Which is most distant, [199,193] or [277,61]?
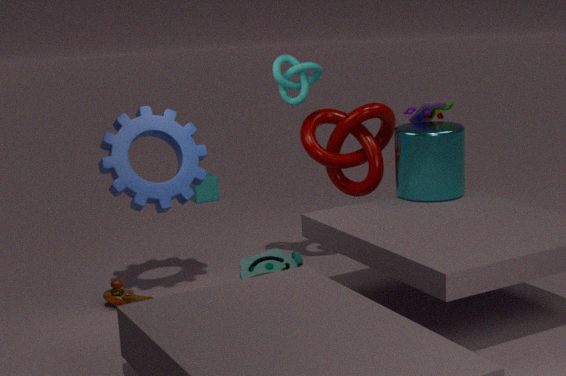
[199,193]
